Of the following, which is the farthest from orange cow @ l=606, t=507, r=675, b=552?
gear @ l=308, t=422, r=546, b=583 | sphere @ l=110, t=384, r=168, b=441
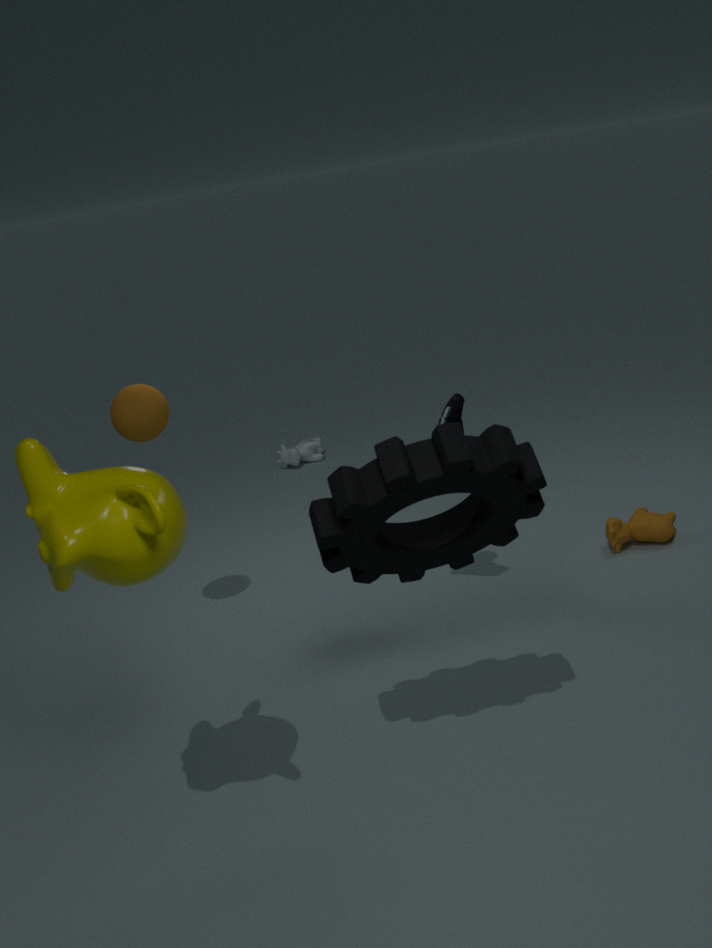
sphere @ l=110, t=384, r=168, b=441
